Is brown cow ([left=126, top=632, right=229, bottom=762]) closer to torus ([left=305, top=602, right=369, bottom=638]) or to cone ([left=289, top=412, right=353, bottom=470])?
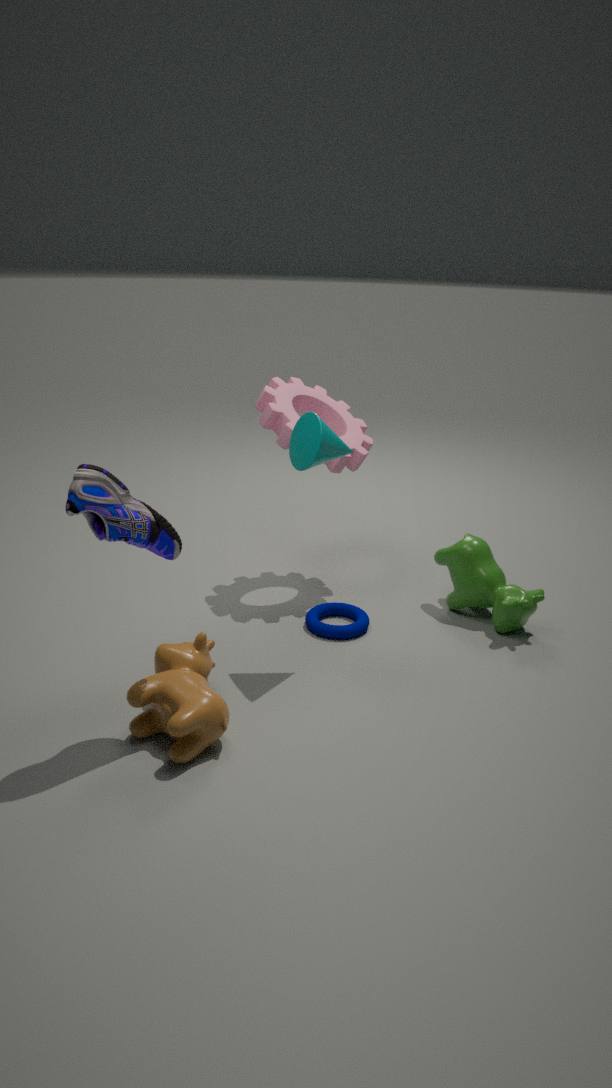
torus ([left=305, top=602, right=369, bottom=638])
